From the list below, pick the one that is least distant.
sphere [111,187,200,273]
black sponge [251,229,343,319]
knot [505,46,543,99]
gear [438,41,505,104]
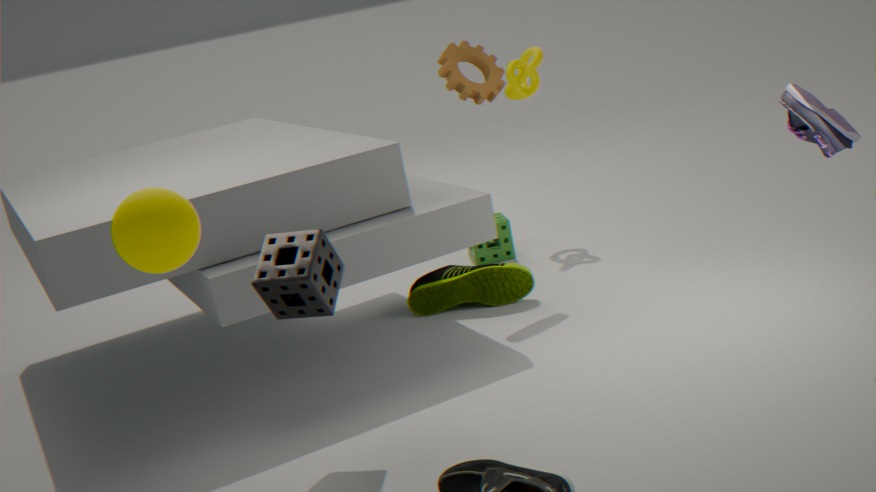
sphere [111,187,200,273]
